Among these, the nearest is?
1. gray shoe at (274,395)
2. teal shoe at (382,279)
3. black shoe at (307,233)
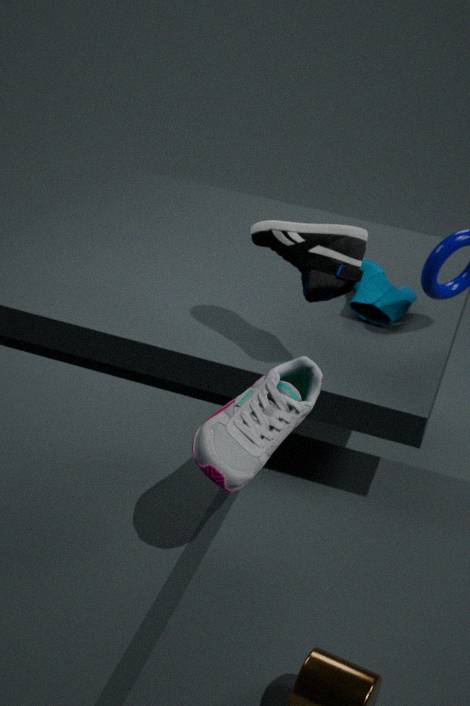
gray shoe at (274,395)
